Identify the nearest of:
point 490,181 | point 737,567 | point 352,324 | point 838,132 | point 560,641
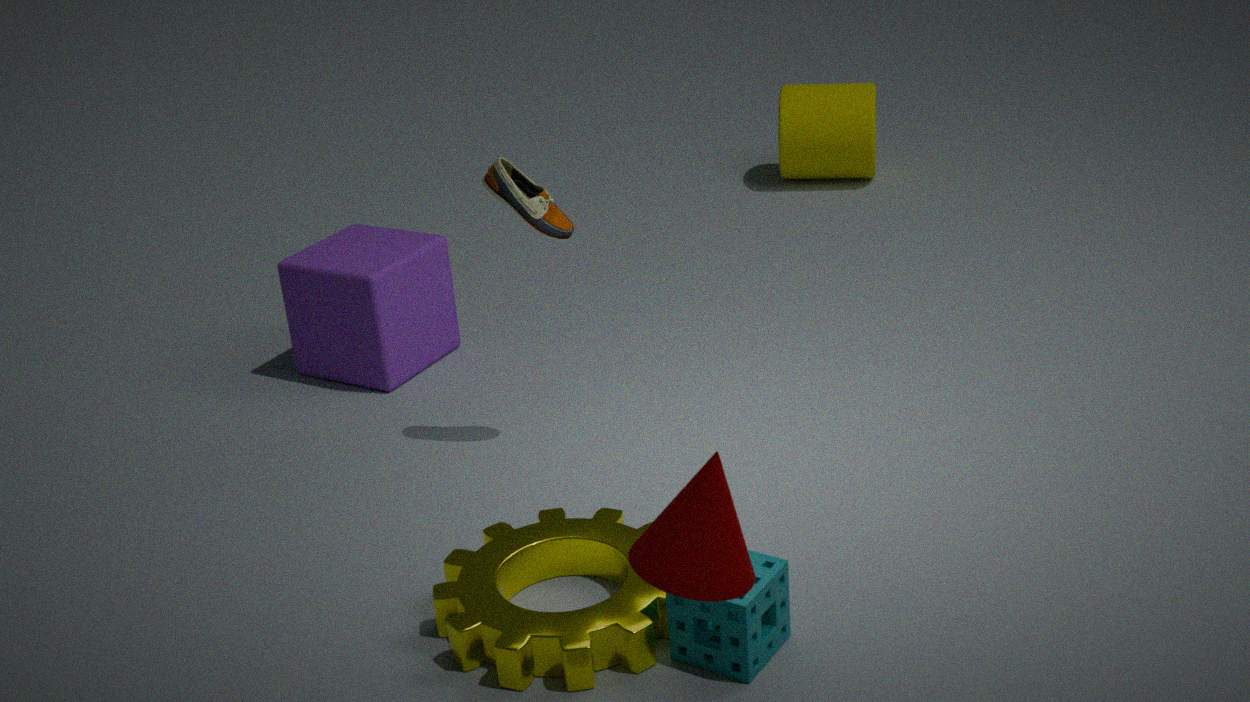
point 737,567
